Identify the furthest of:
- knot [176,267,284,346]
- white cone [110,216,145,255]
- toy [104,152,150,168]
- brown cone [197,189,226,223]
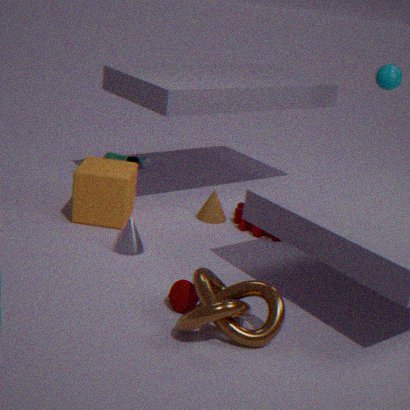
toy [104,152,150,168]
